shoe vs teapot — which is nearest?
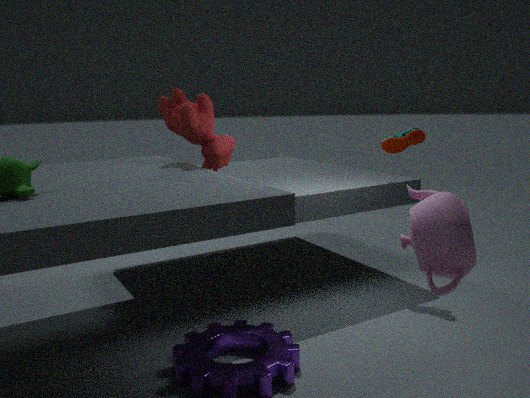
teapot
